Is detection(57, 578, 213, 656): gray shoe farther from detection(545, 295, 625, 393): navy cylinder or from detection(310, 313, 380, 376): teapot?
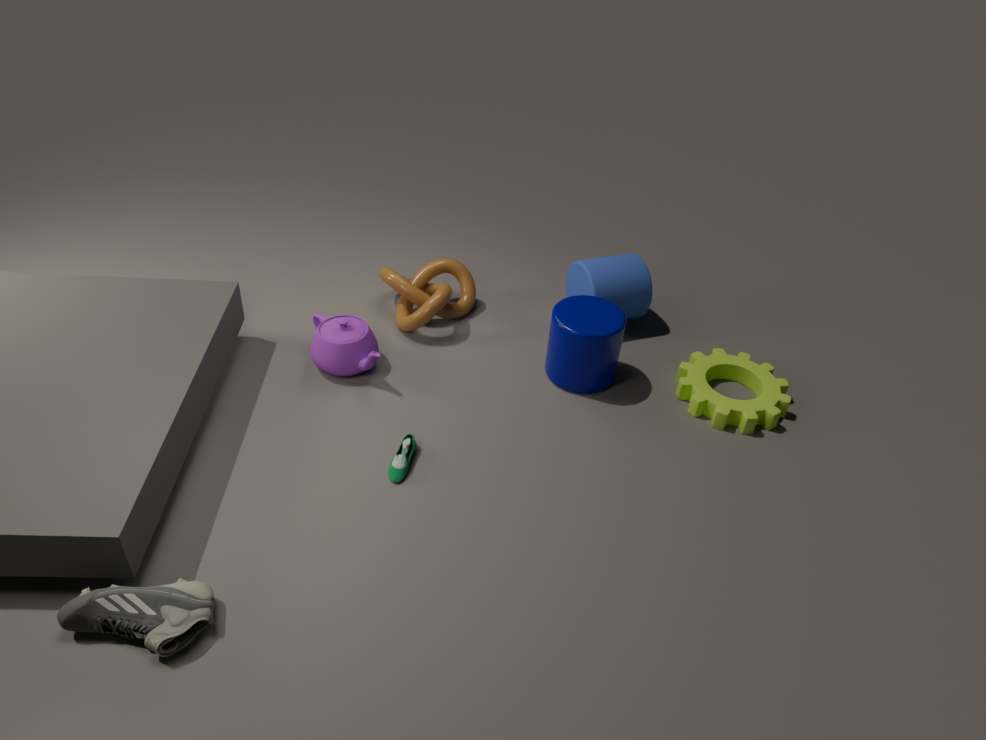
detection(545, 295, 625, 393): navy cylinder
